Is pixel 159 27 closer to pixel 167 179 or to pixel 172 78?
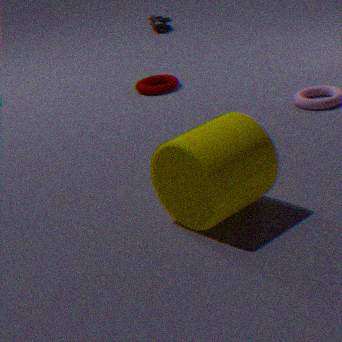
pixel 172 78
